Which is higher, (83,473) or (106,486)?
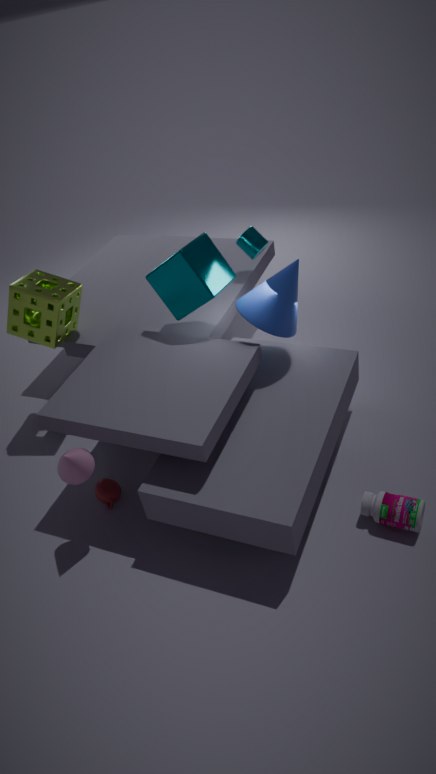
(83,473)
